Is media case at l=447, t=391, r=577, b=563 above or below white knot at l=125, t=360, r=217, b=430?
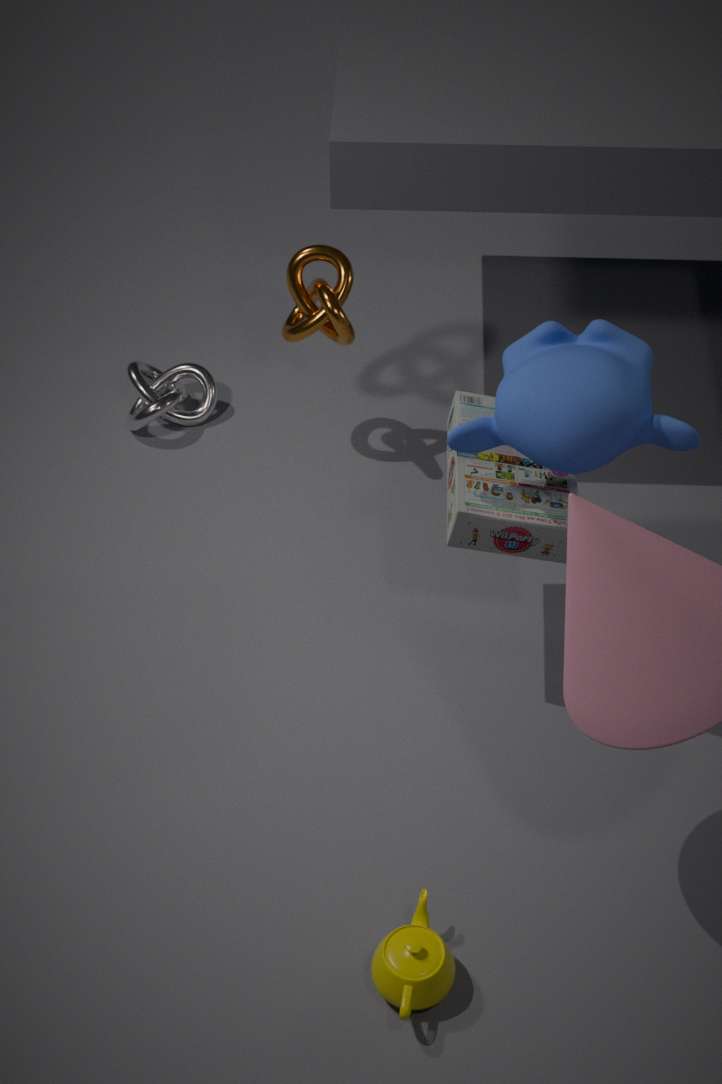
above
